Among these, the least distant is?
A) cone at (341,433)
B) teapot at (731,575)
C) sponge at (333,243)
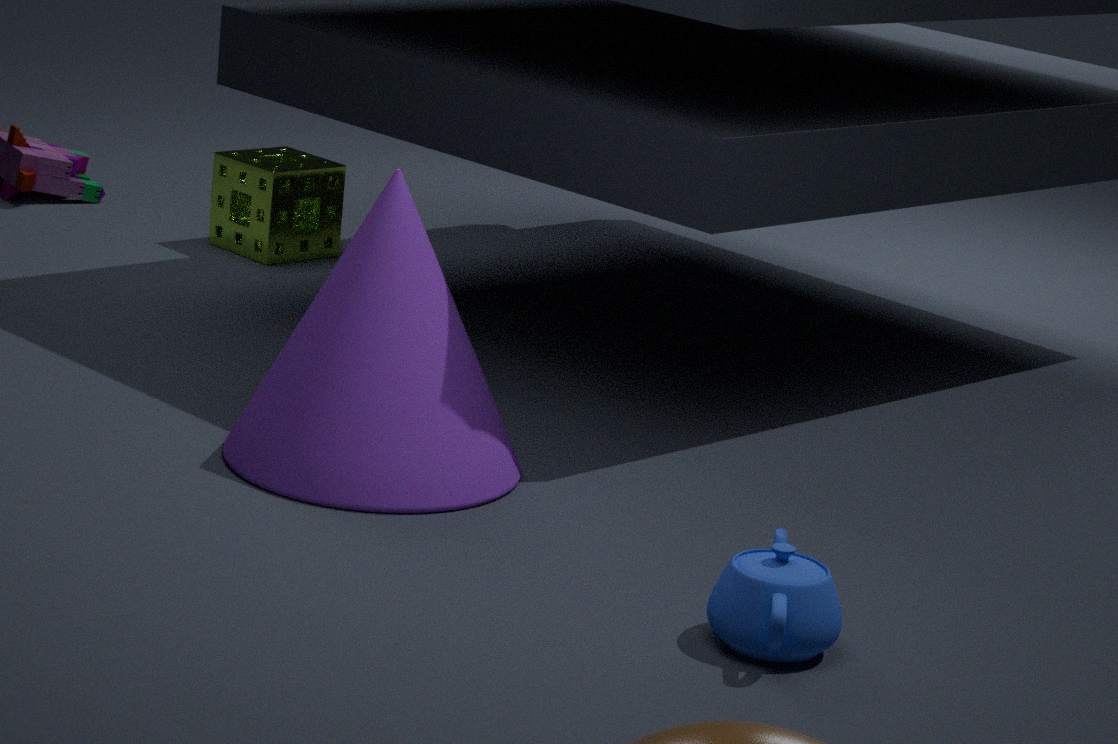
teapot at (731,575)
